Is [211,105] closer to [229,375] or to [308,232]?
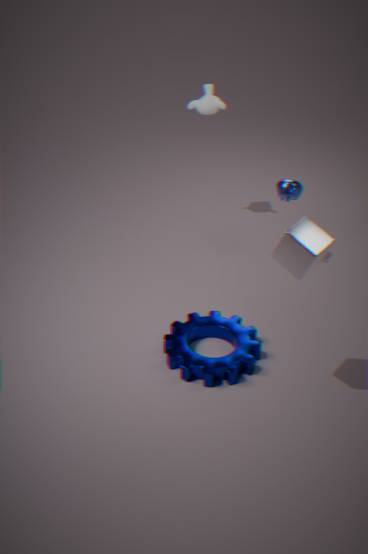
[229,375]
